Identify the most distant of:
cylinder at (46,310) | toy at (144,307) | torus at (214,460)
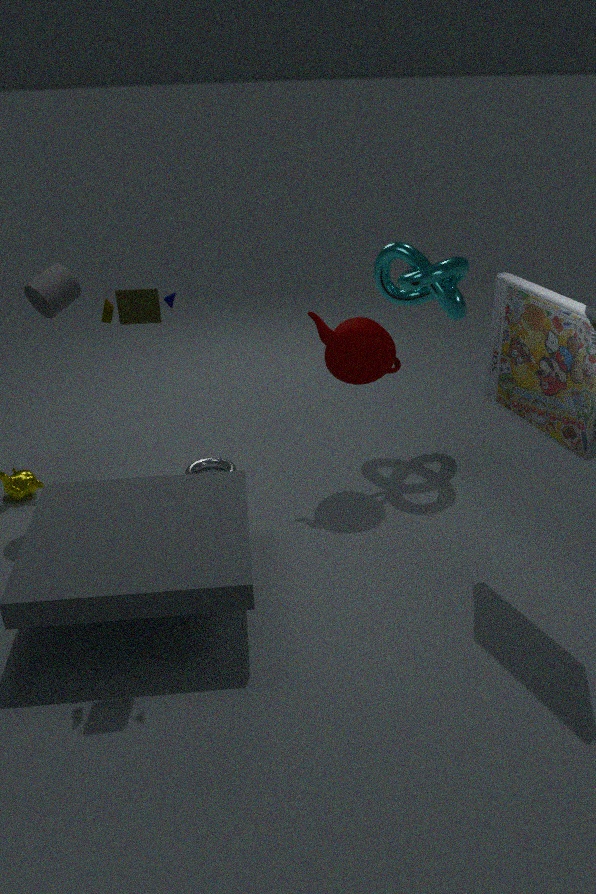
torus at (214,460)
